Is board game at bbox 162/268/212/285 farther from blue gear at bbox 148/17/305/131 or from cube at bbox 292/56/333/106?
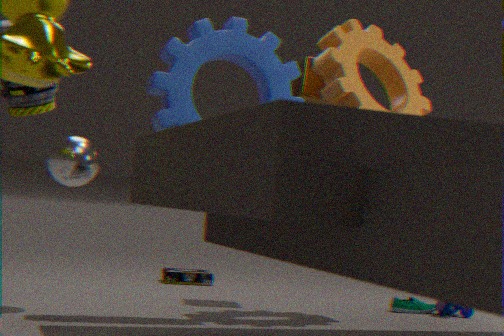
blue gear at bbox 148/17/305/131
